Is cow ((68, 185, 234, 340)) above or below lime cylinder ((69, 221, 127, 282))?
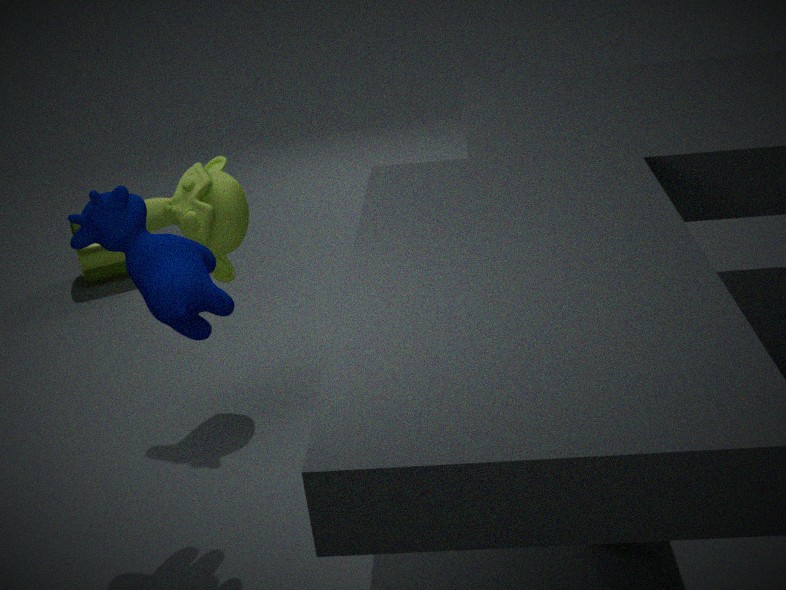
above
